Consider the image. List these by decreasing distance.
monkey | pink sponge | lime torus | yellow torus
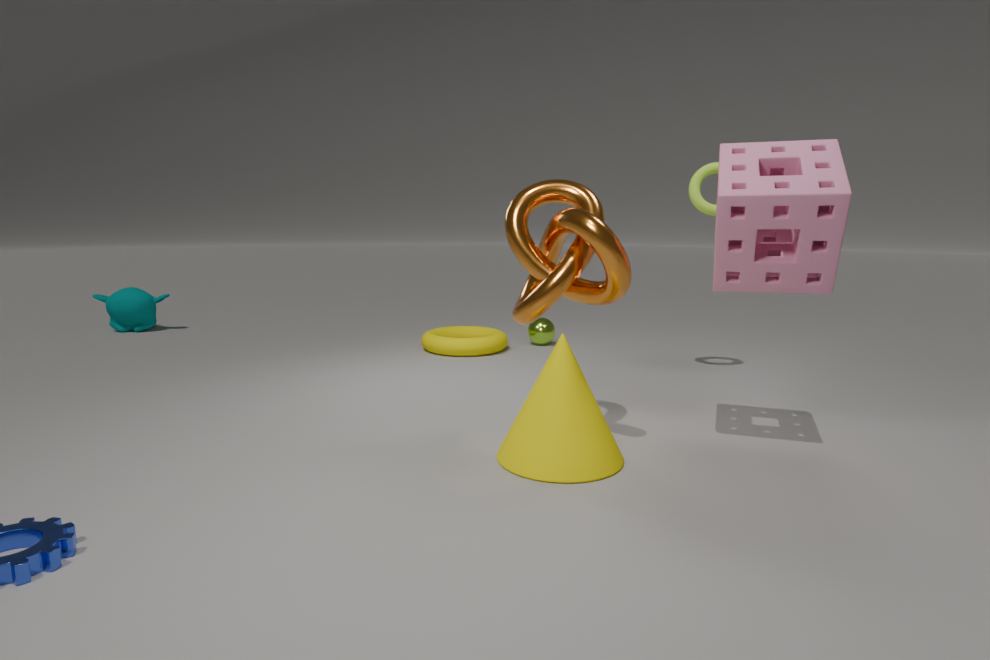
1. monkey
2. yellow torus
3. lime torus
4. pink sponge
